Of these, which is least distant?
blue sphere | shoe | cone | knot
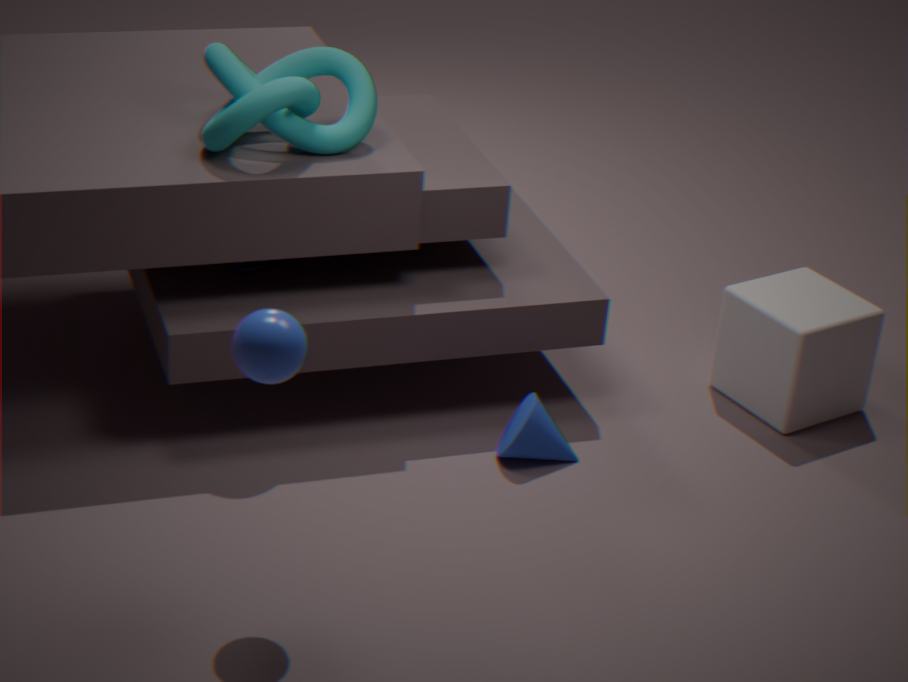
blue sphere
